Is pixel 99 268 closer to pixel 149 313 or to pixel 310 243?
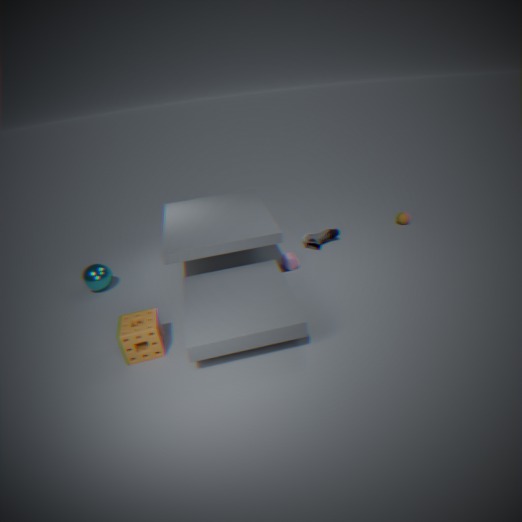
pixel 149 313
